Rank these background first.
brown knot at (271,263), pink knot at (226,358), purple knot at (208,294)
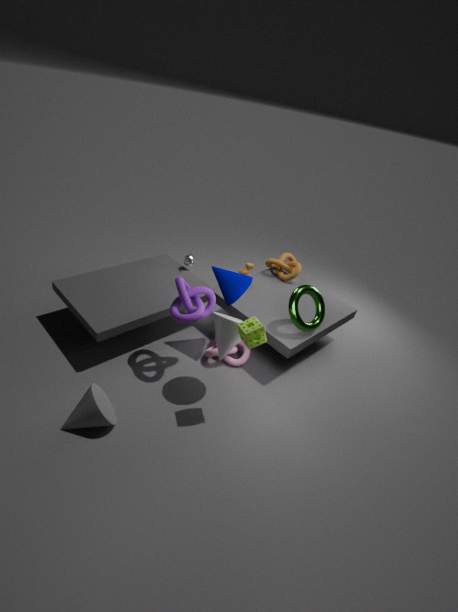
brown knot at (271,263) < pink knot at (226,358) < purple knot at (208,294)
